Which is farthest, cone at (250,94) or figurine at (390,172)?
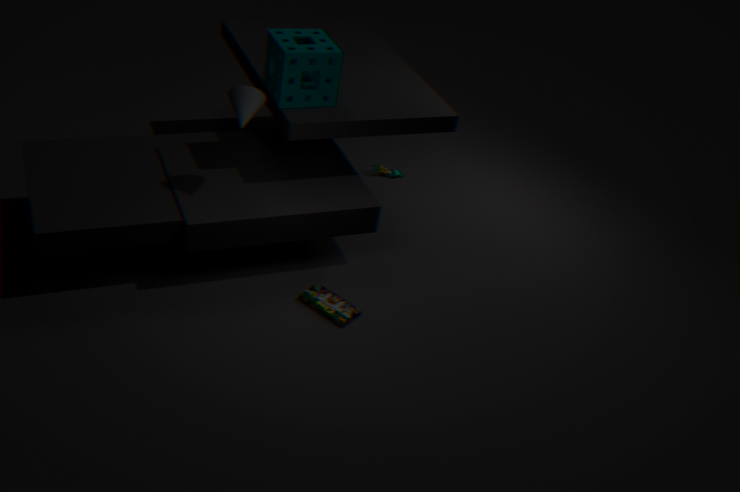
figurine at (390,172)
